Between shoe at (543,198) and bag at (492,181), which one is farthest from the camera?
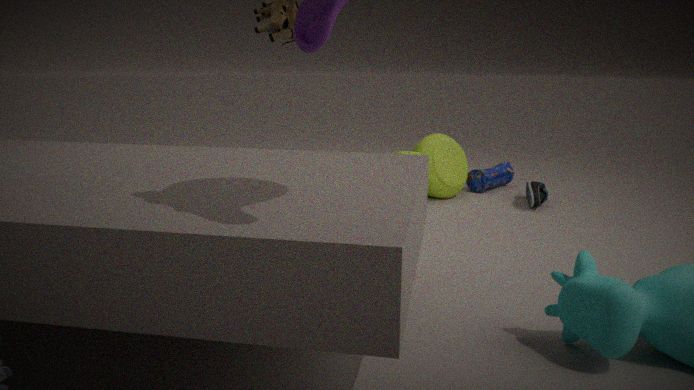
bag at (492,181)
